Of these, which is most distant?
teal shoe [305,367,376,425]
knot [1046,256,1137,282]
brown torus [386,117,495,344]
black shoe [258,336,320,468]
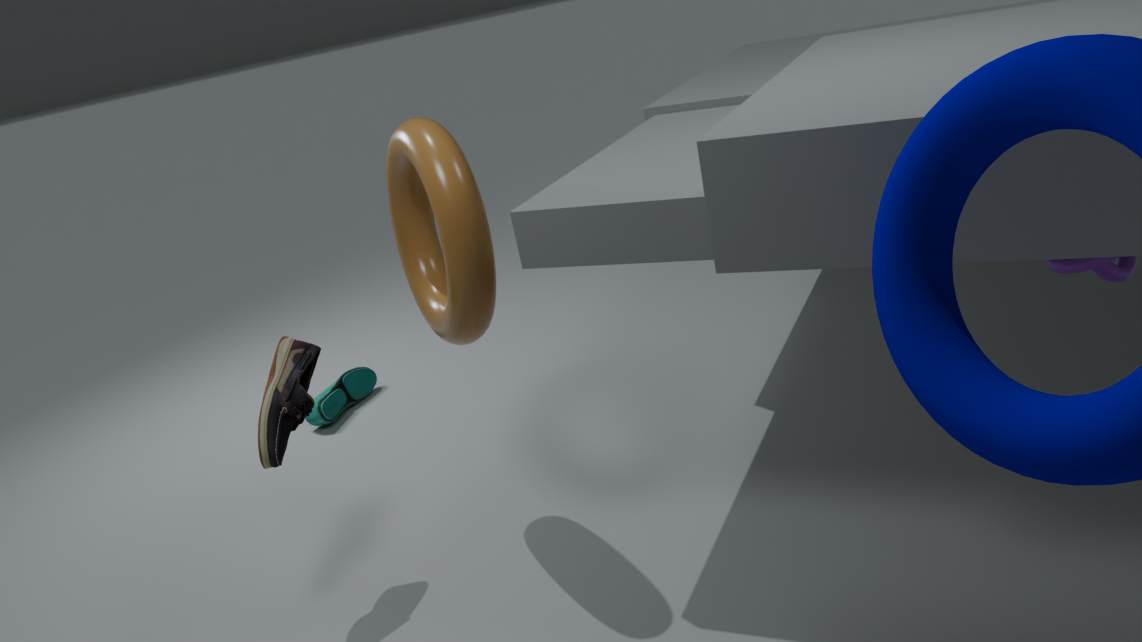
teal shoe [305,367,376,425]
